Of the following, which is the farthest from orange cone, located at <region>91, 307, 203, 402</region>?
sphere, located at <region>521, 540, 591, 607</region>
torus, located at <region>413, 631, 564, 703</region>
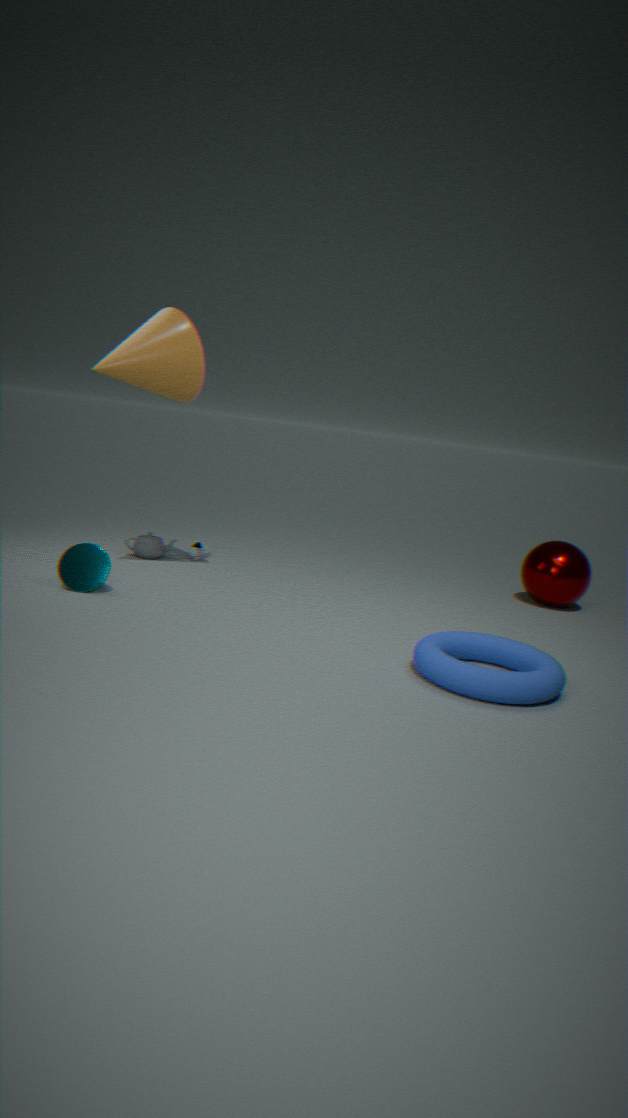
sphere, located at <region>521, 540, 591, 607</region>
